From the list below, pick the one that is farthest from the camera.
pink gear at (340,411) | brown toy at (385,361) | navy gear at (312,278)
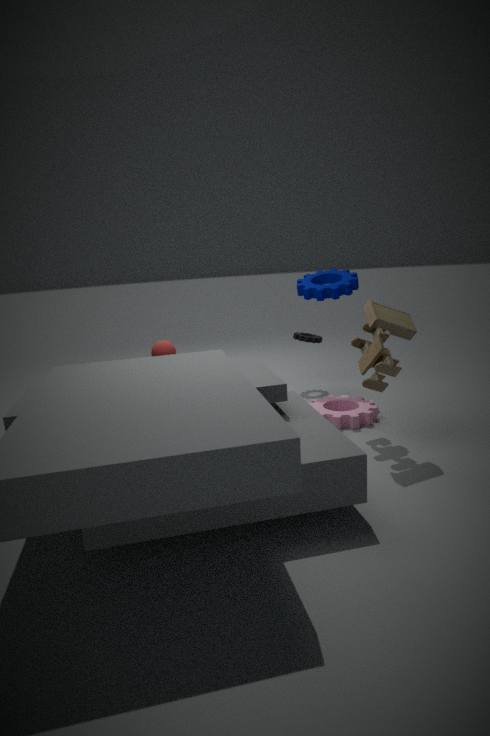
navy gear at (312,278)
